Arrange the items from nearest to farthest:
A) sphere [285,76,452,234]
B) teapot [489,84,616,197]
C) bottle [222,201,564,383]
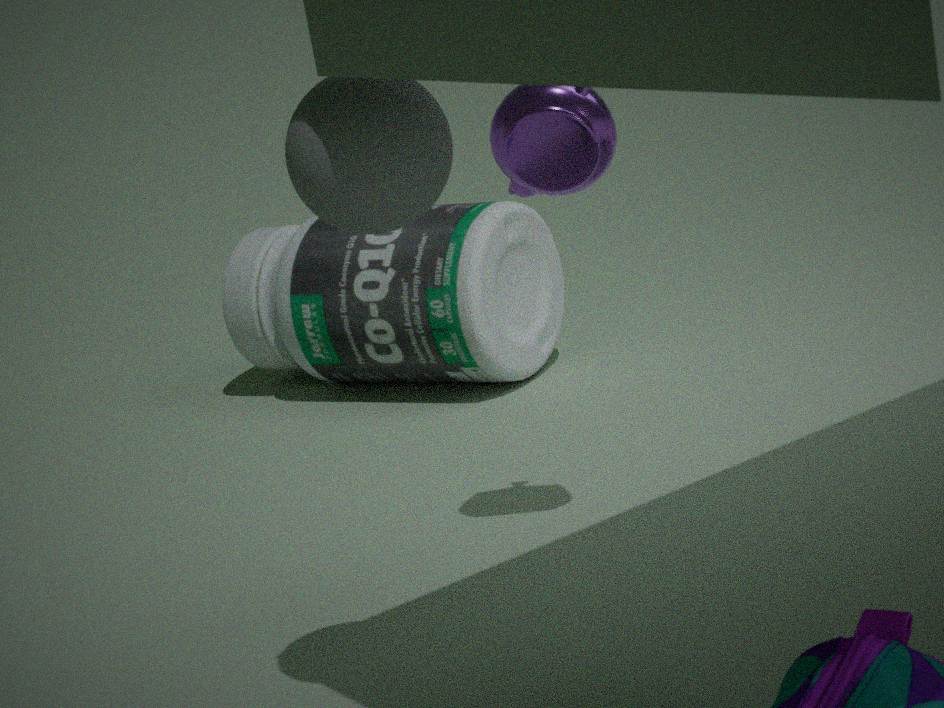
sphere [285,76,452,234], teapot [489,84,616,197], bottle [222,201,564,383]
